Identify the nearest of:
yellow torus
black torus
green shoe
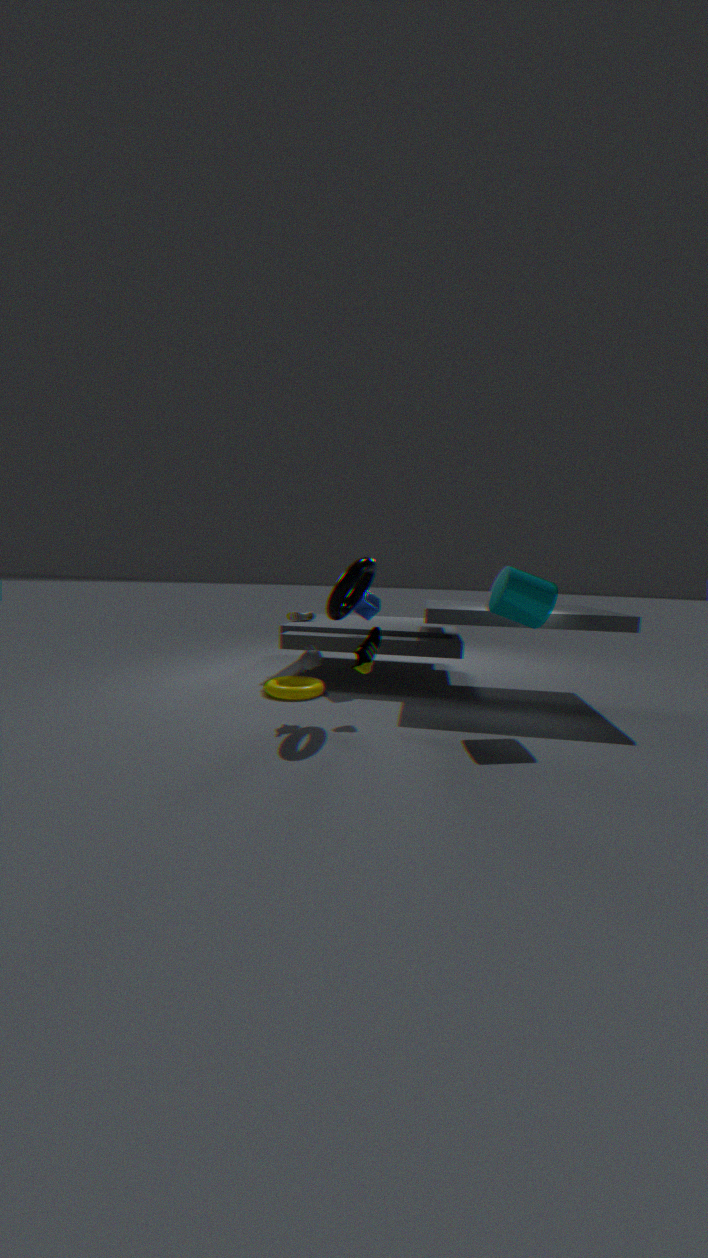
black torus
